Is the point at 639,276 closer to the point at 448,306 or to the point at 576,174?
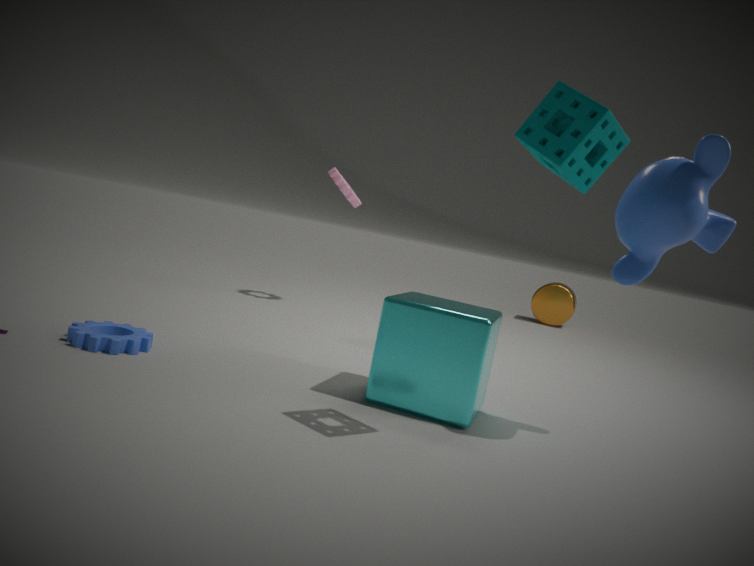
the point at 576,174
